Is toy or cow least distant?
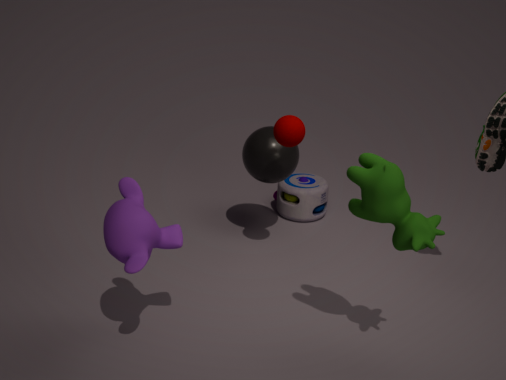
cow
